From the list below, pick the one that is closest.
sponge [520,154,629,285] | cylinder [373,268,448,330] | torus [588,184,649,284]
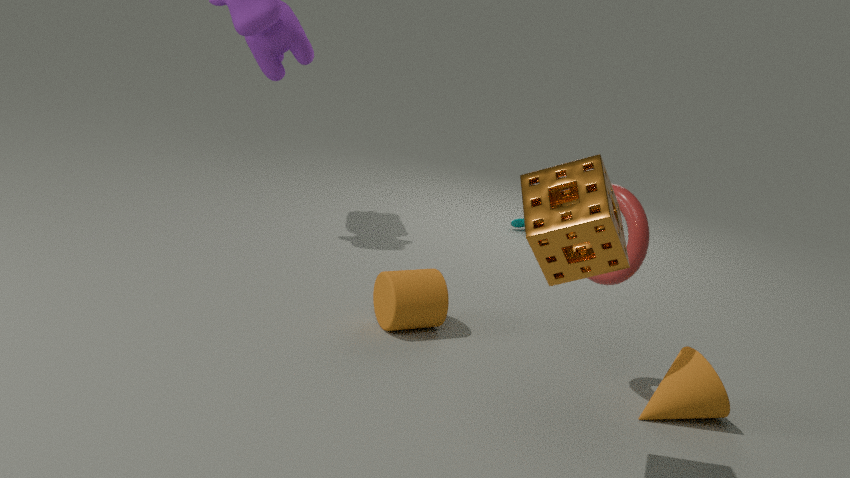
sponge [520,154,629,285]
